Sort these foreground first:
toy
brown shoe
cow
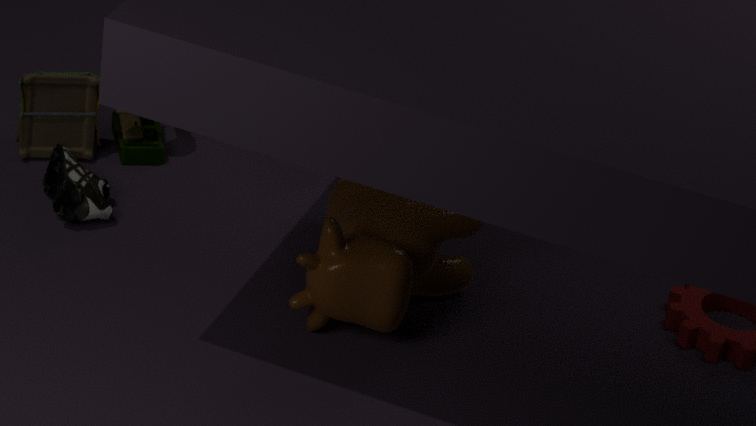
cow < brown shoe < toy
